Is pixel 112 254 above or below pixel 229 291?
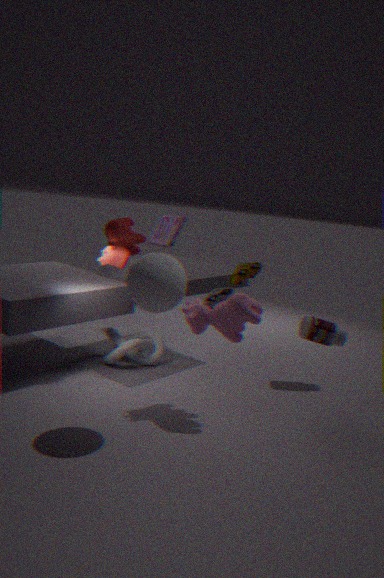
above
